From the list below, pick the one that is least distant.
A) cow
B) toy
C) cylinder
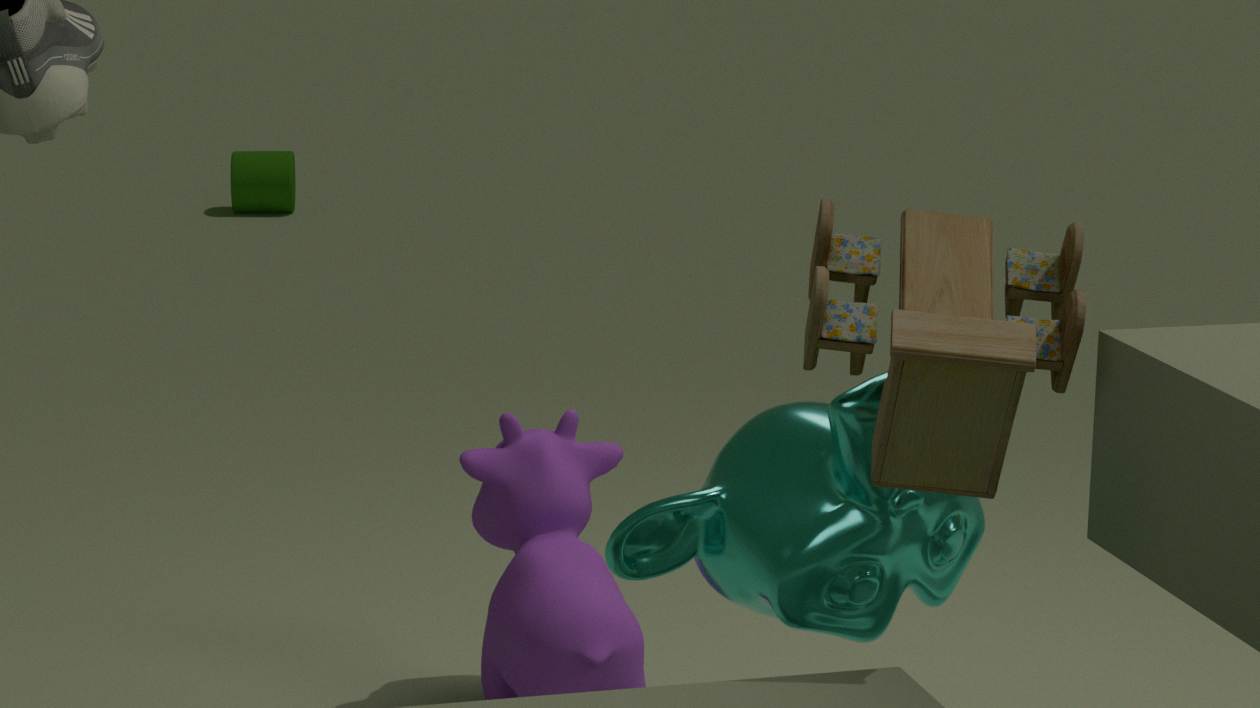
B. toy
